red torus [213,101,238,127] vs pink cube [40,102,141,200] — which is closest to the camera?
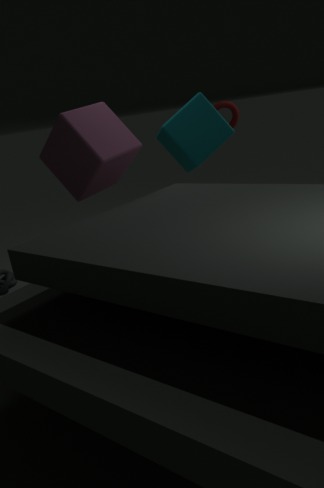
pink cube [40,102,141,200]
